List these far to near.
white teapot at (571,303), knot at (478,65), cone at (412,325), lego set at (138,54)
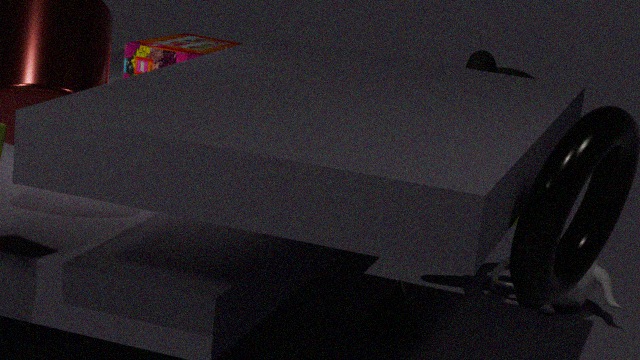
white teapot at (571,303) < cone at (412,325) < knot at (478,65) < lego set at (138,54)
